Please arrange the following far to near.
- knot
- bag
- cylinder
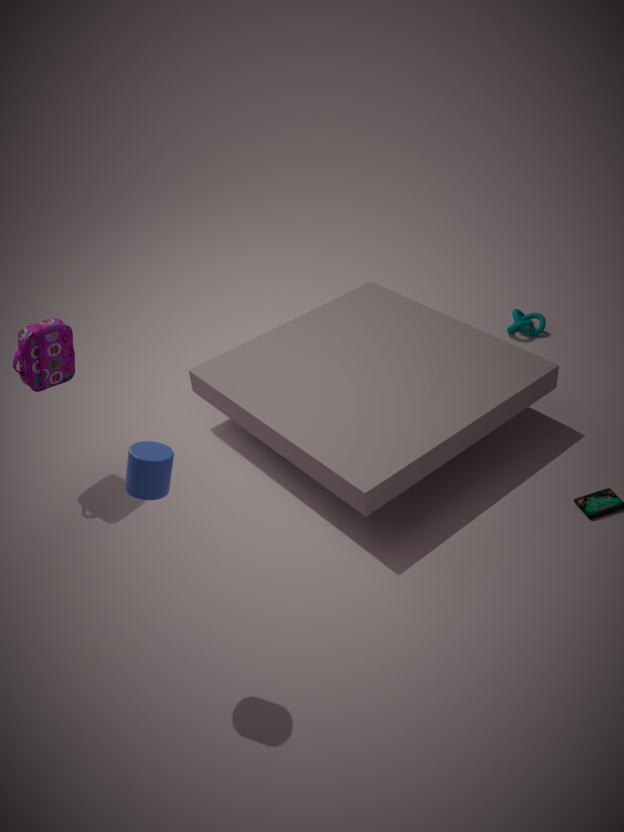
1. knot
2. bag
3. cylinder
